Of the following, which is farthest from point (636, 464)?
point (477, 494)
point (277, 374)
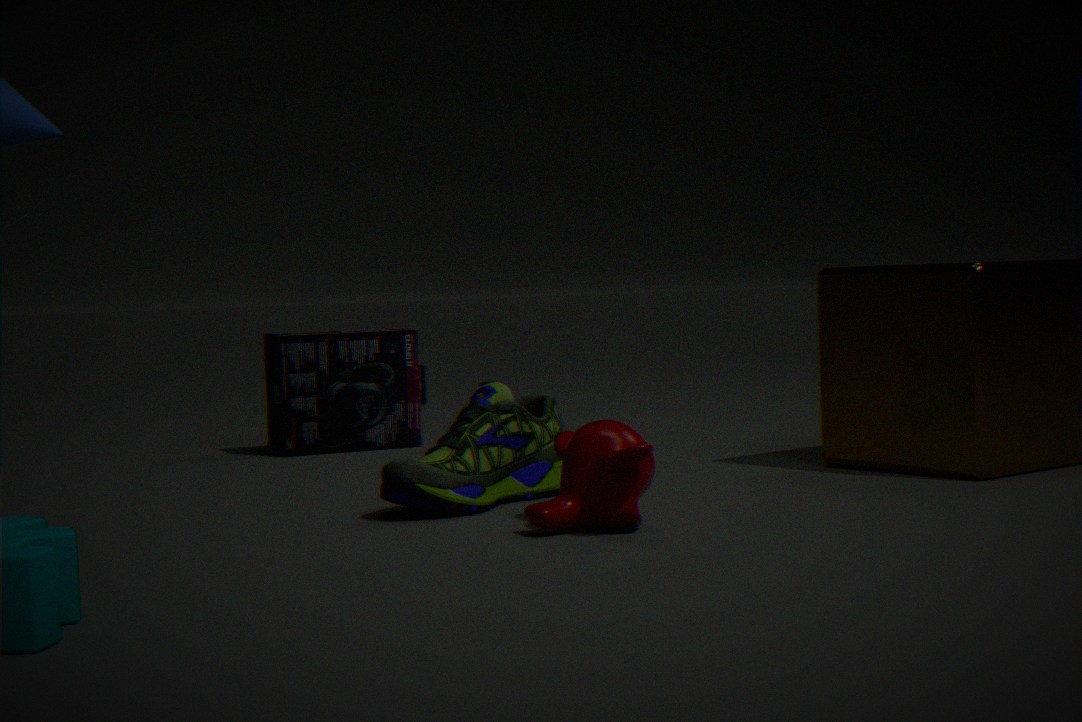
point (277, 374)
